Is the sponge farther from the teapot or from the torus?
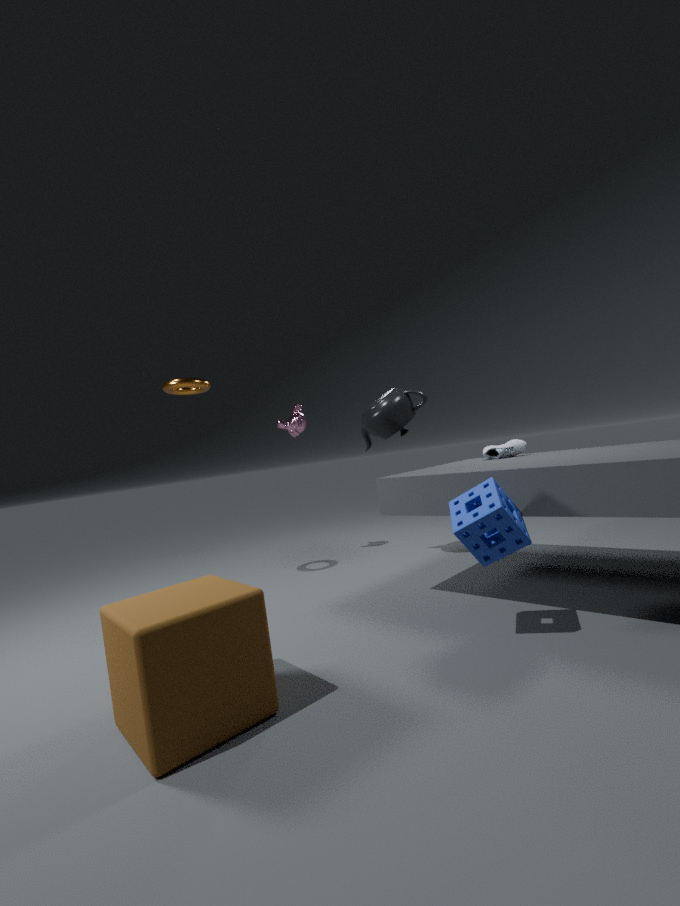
the torus
